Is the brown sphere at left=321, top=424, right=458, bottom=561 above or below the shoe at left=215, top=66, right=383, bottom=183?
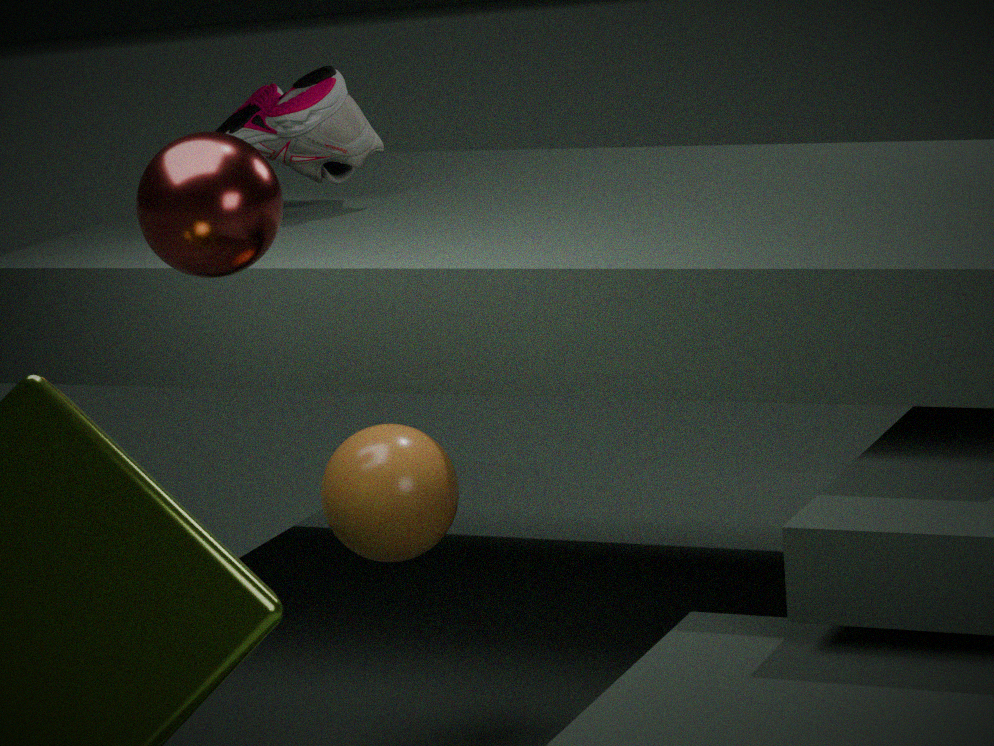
below
